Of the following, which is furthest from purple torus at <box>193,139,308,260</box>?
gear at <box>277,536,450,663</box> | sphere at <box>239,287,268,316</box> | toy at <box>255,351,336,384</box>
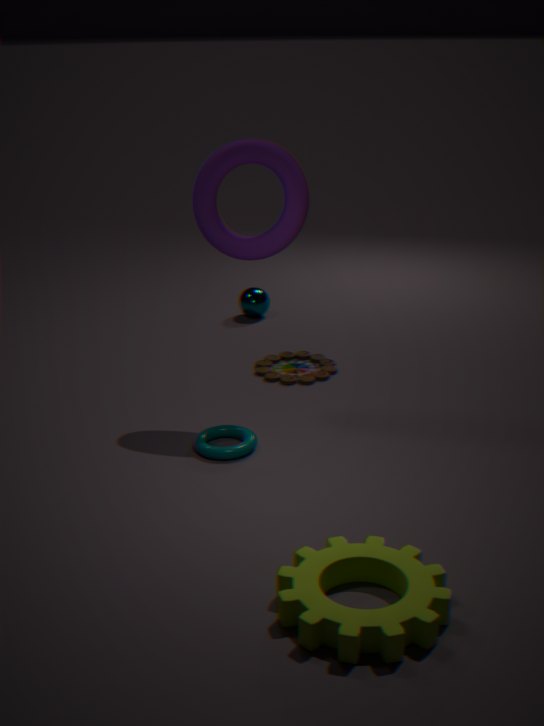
gear at <box>277,536,450,663</box>
